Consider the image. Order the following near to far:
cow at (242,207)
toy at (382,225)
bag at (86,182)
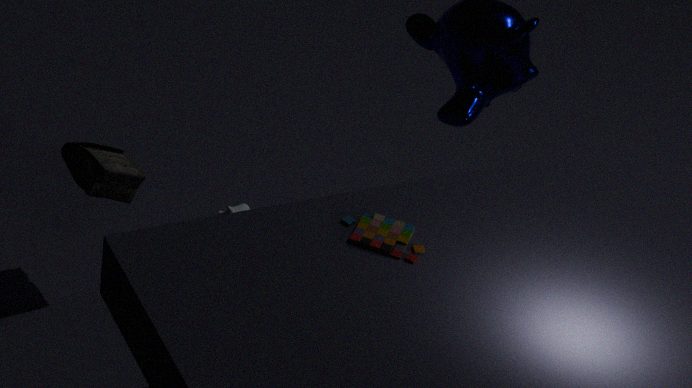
toy at (382,225)
bag at (86,182)
cow at (242,207)
